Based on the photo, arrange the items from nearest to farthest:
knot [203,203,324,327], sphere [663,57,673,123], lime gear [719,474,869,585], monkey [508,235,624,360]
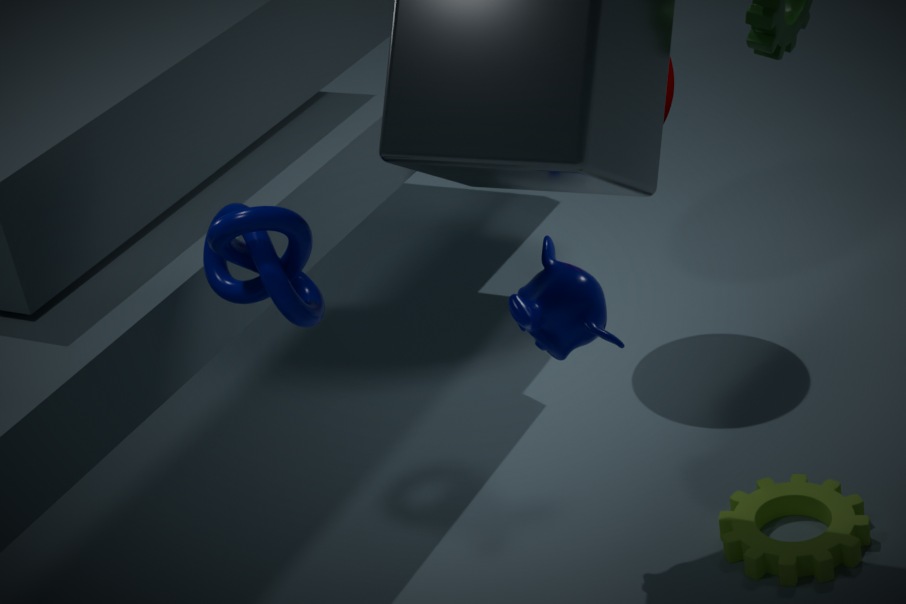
1. knot [203,203,324,327]
2. monkey [508,235,624,360]
3. lime gear [719,474,869,585]
4. sphere [663,57,673,123]
